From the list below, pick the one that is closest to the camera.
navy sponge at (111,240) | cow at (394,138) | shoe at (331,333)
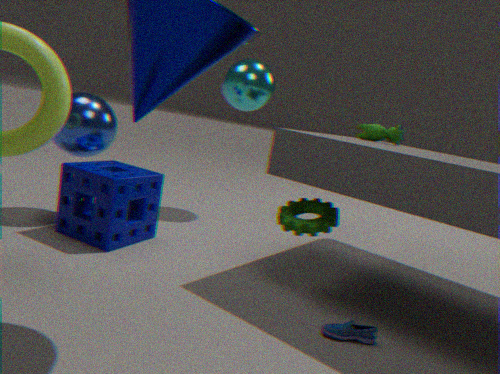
shoe at (331,333)
